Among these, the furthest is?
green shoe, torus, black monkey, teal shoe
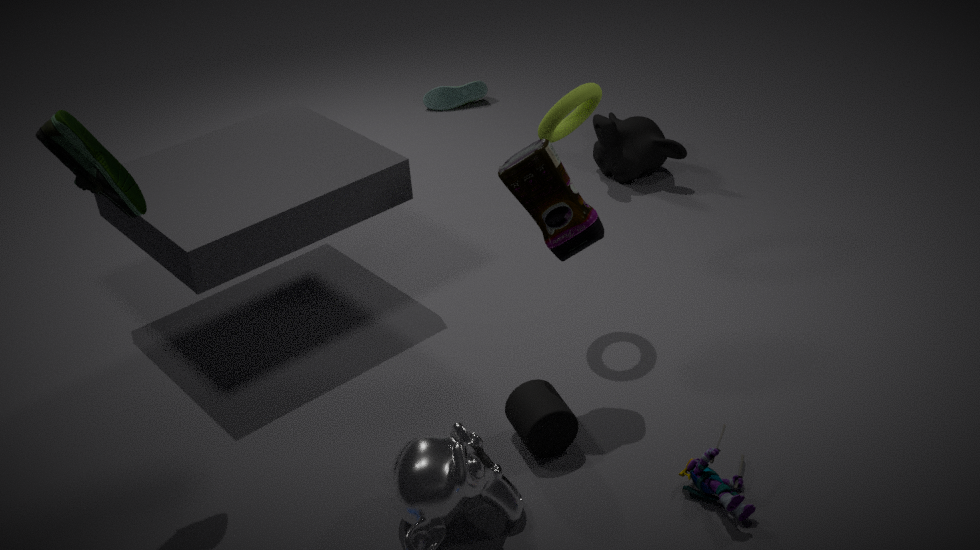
teal shoe
